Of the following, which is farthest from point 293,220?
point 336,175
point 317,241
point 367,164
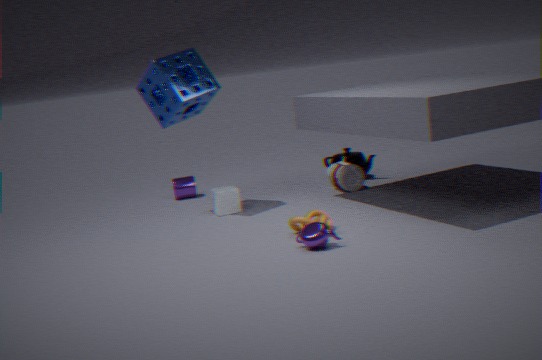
point 367,164
